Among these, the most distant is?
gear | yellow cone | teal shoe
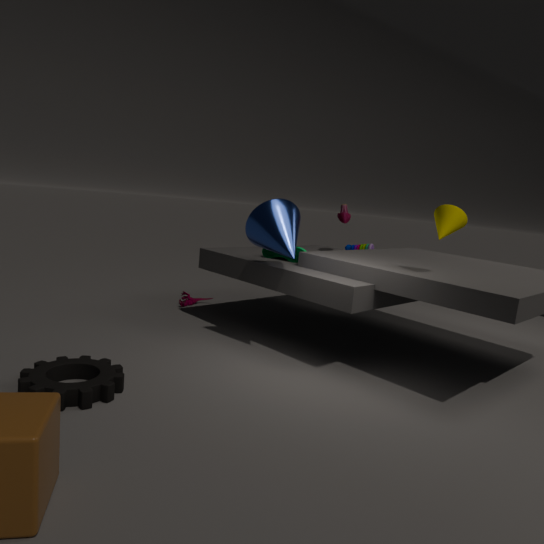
teal shoe
